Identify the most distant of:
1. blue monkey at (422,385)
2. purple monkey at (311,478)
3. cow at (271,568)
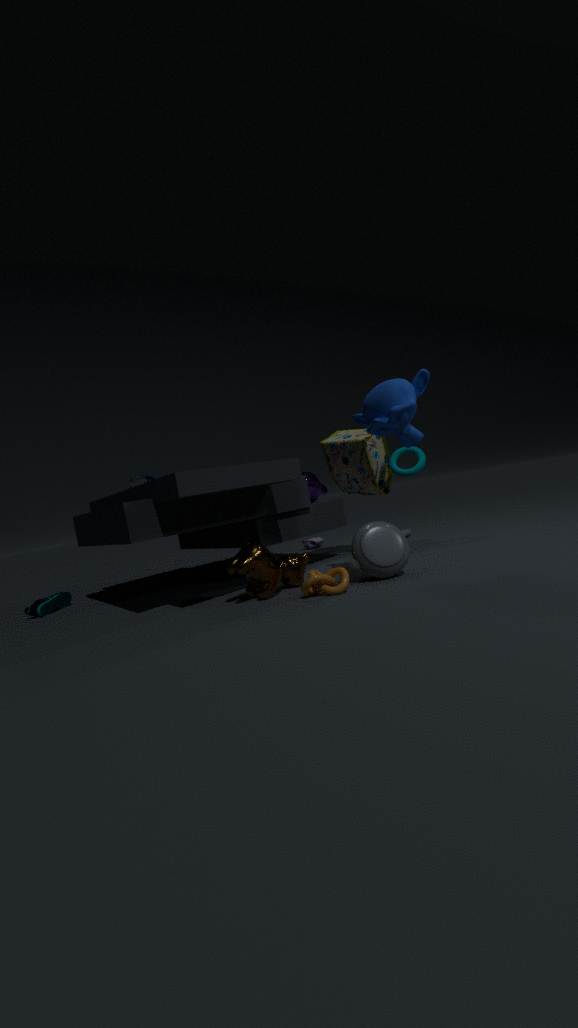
purple monkey at (311,478)
